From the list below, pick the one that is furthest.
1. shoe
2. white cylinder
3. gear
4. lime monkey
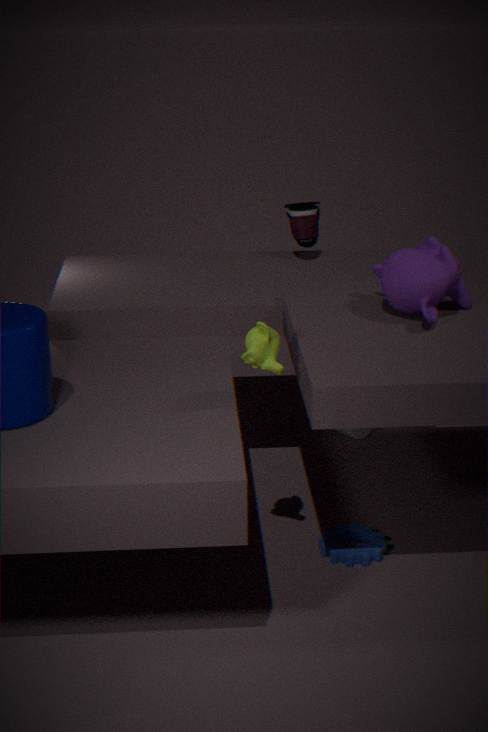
white cylinder
